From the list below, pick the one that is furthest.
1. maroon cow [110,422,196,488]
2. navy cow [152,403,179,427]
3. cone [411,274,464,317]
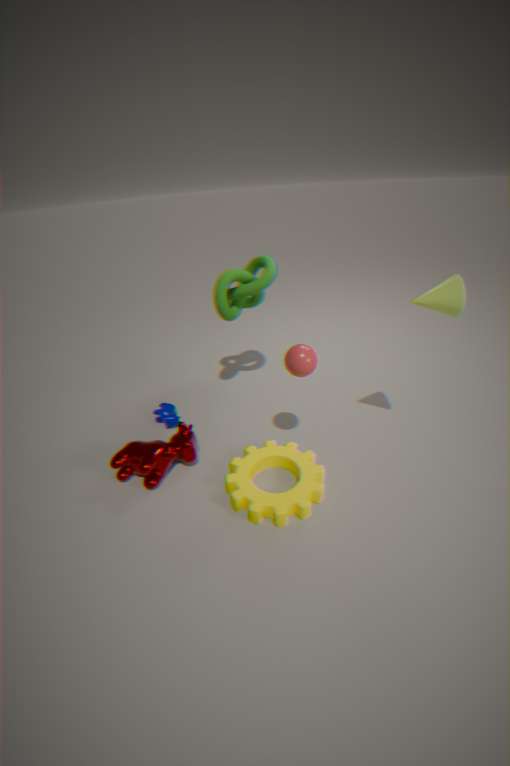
navy cow [152,403,179,427]
